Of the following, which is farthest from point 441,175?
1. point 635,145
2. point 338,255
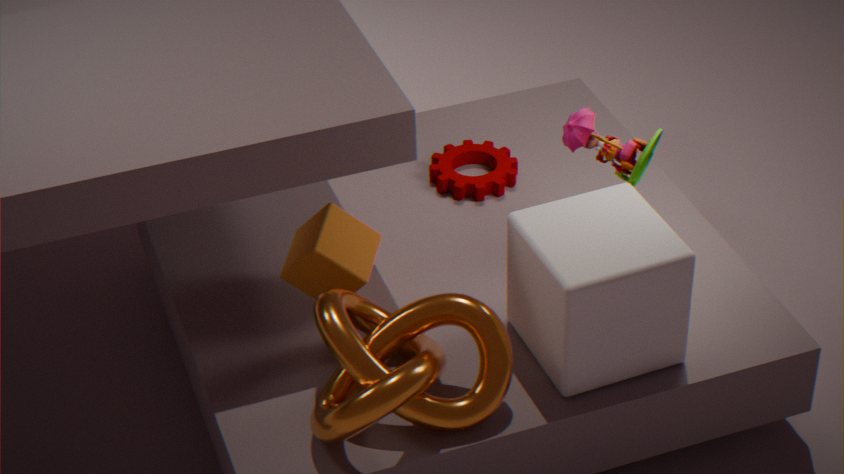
point 338,255
